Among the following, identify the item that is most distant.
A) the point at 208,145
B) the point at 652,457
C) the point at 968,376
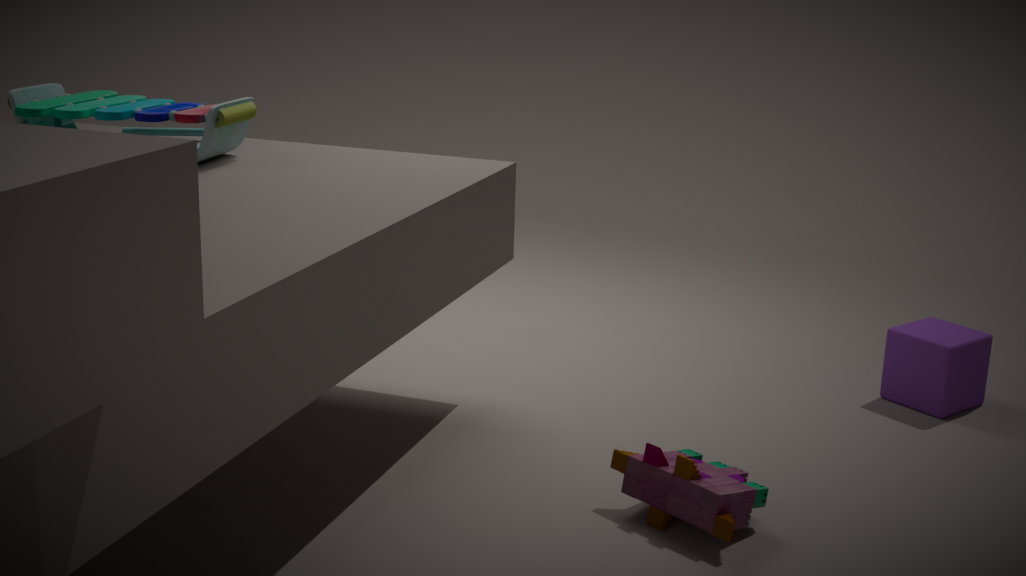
the point at 968,376
